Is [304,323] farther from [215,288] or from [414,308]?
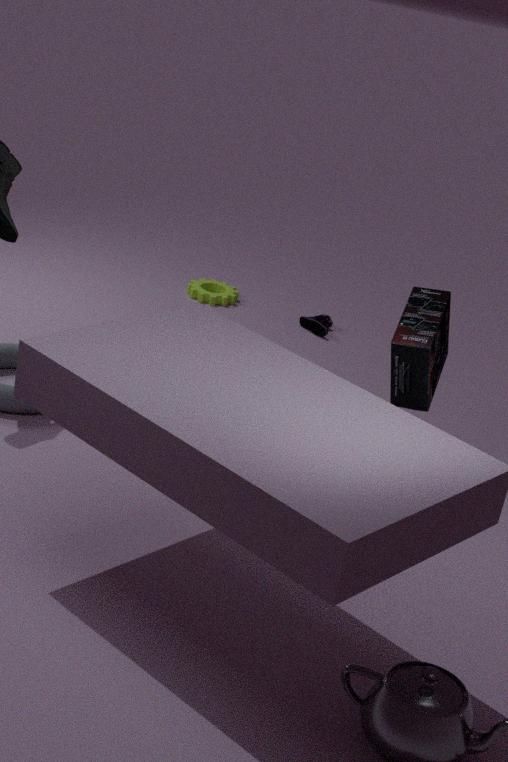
[414,308]
